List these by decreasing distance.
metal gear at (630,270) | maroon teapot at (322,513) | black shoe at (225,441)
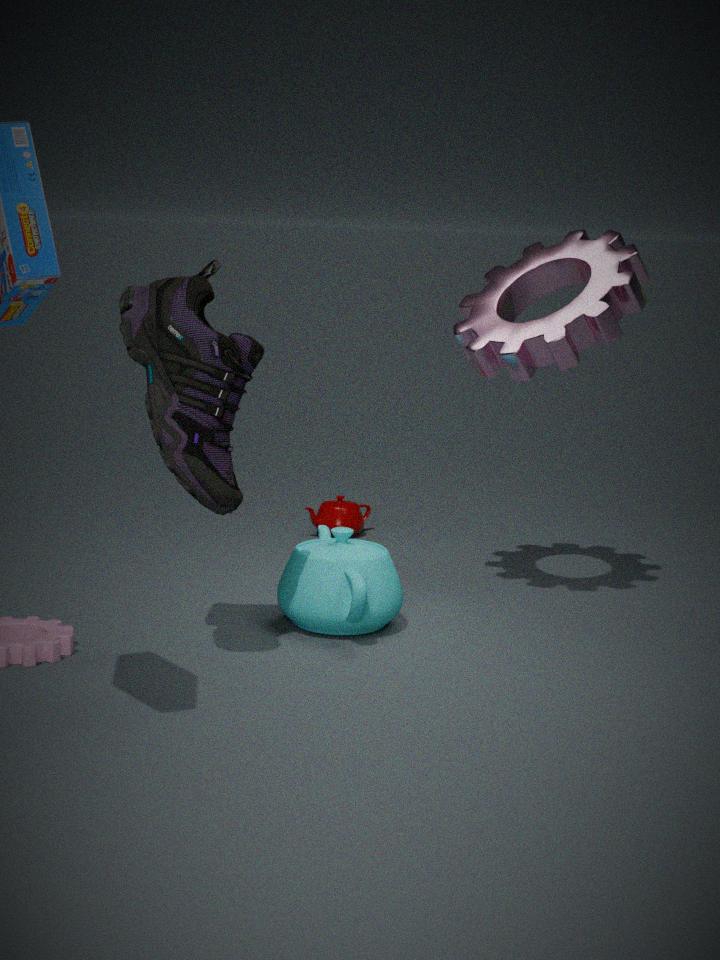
maroon teapot at (322,513), metal gear at (630,270), black shoe at (225,441)
